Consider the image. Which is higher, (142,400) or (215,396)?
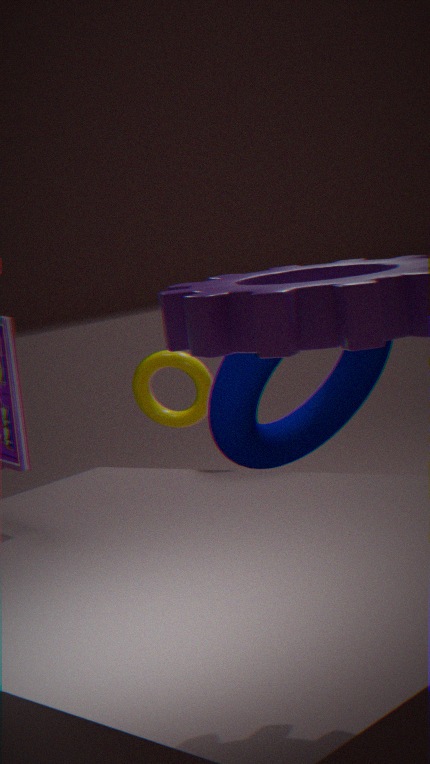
(215,396)
